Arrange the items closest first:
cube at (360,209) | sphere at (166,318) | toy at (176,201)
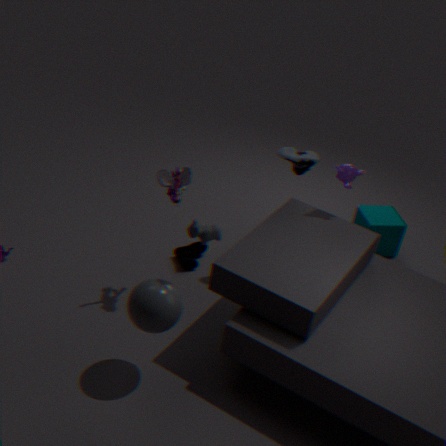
sphere at (166,318)
toy at (176,201)
cube at (360,209)
